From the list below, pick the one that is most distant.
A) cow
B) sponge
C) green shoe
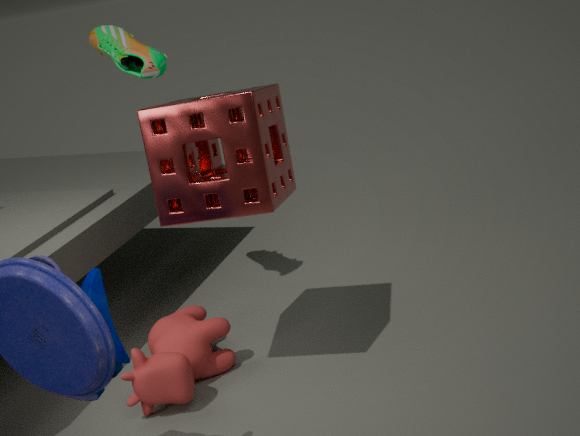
green shoe
